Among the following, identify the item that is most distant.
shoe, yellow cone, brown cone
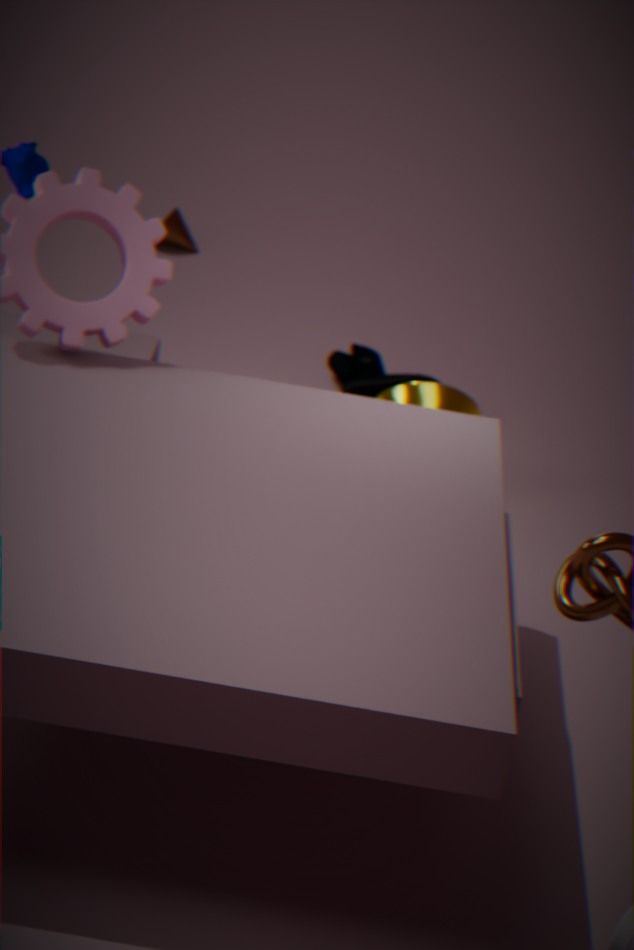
brown cone
